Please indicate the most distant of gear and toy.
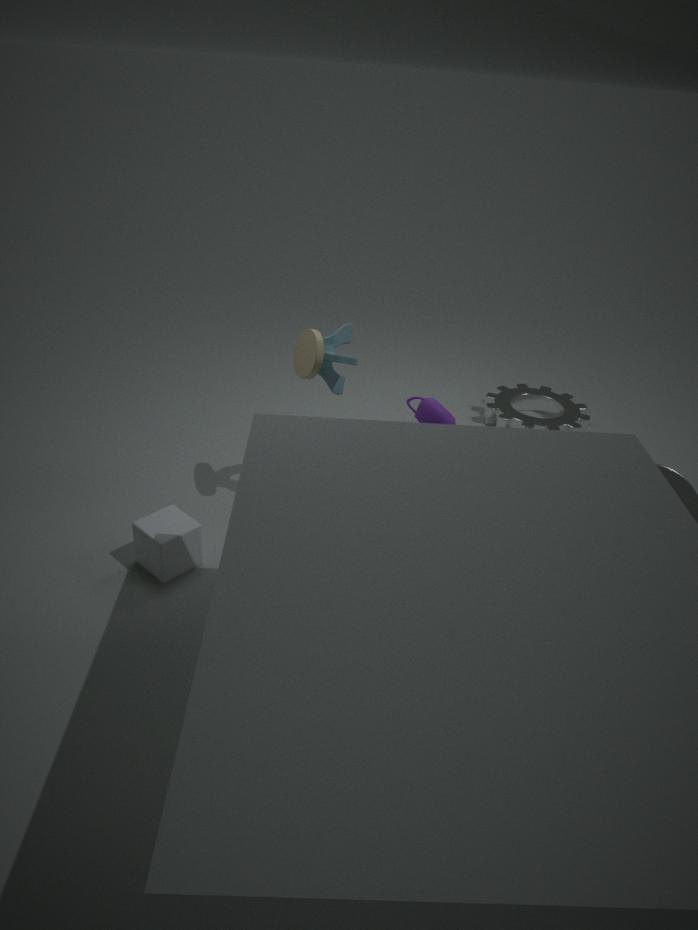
gear
